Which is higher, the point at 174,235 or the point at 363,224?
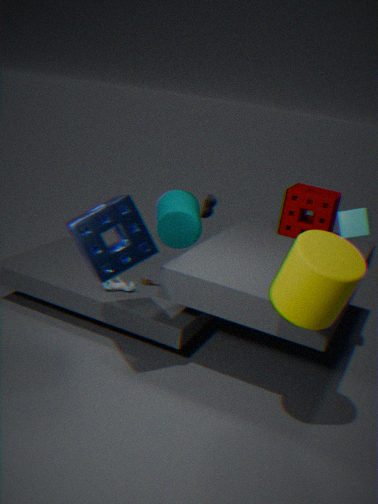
the point at 363,224
